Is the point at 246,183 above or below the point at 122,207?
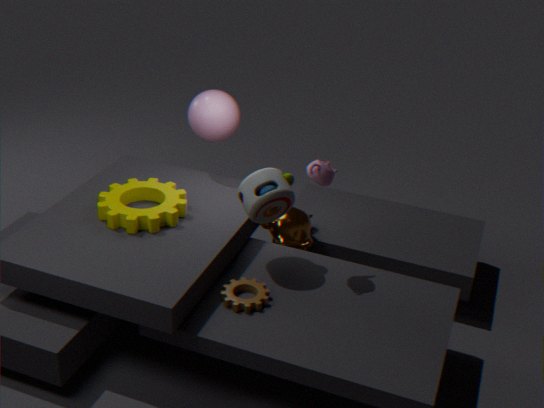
above
